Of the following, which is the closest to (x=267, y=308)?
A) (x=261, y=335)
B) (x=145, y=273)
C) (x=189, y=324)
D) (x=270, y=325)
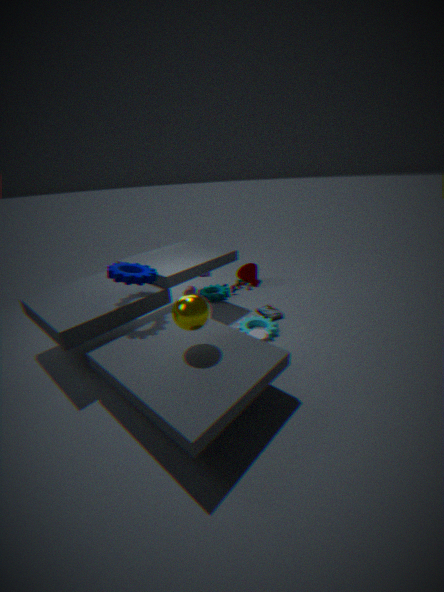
(x=270, y=325)
